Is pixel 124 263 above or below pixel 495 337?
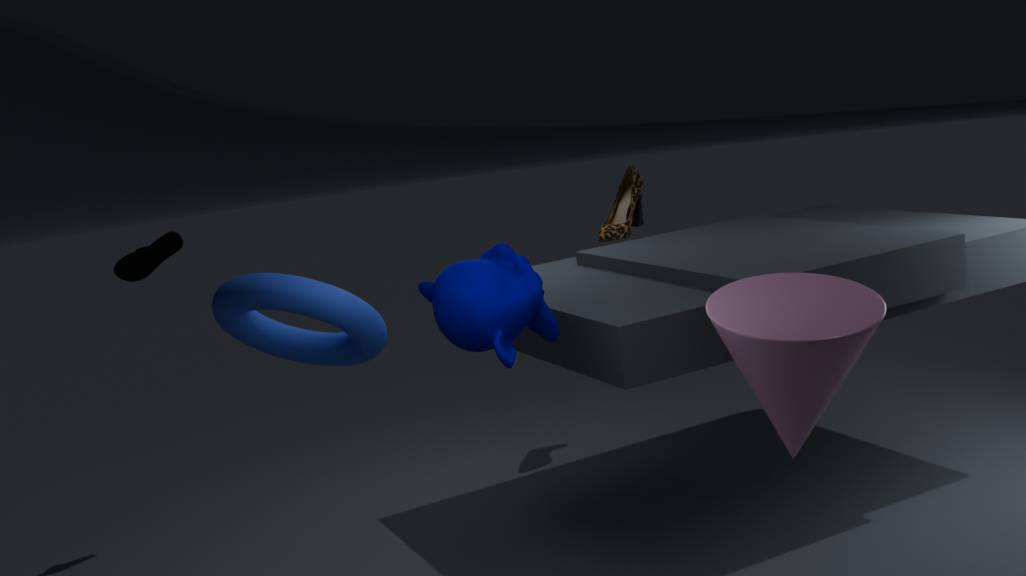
above
